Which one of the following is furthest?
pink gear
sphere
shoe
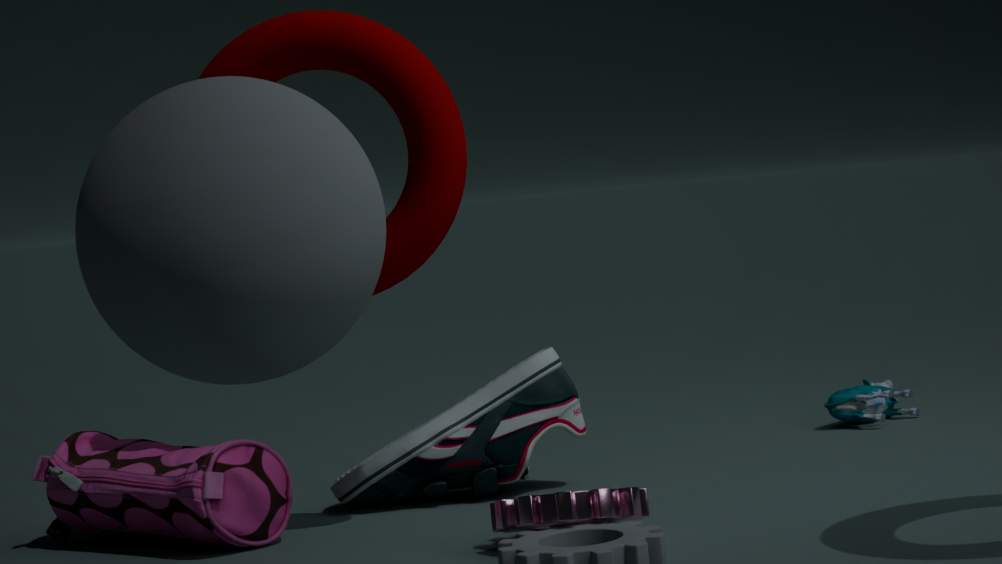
shoe
